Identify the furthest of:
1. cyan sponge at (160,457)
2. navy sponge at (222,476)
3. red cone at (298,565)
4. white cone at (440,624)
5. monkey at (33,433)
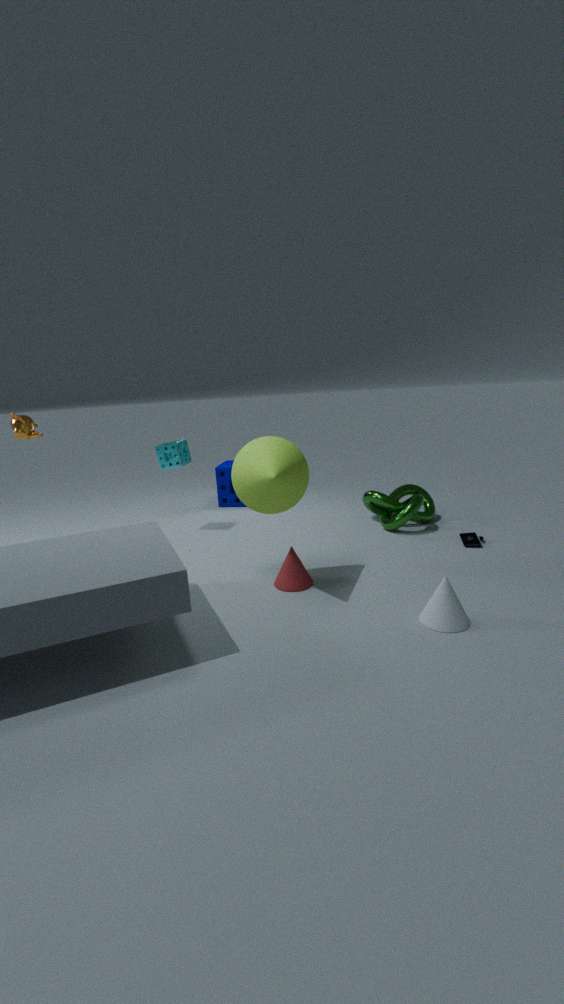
navy sponge at (222,476)
